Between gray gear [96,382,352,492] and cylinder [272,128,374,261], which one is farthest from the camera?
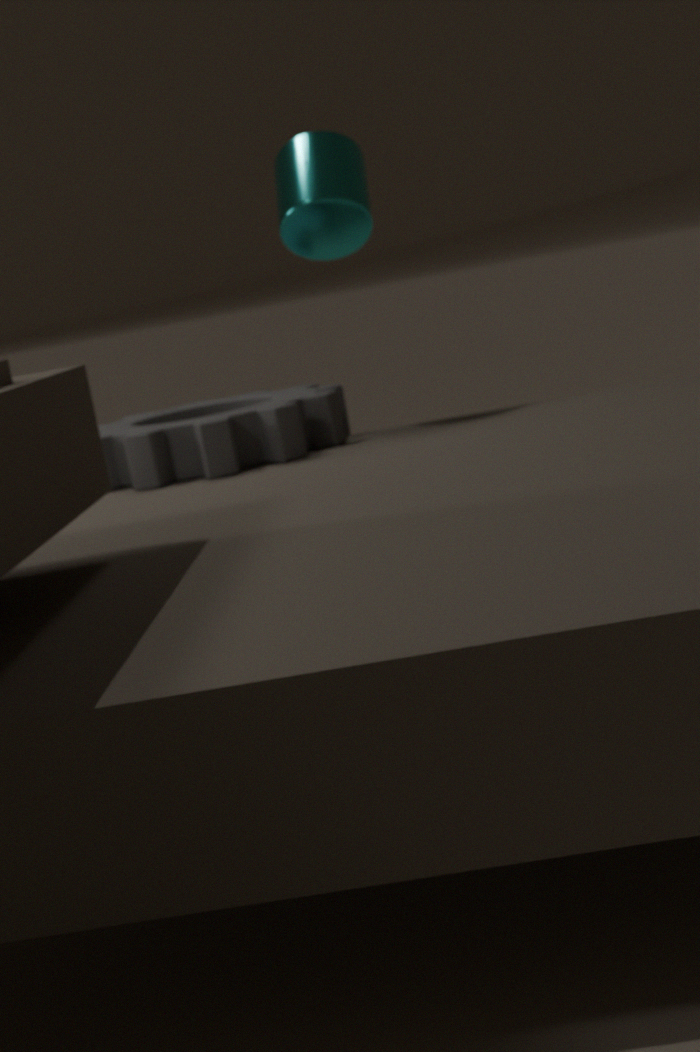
cylinder [272,128,374,261]
